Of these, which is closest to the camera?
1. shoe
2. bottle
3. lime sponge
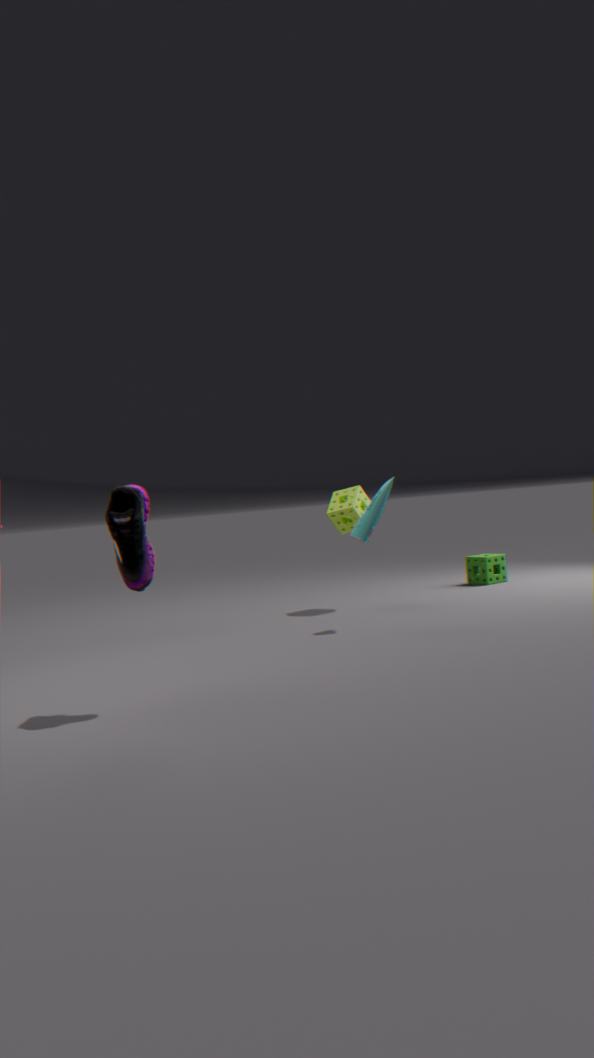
shoe
